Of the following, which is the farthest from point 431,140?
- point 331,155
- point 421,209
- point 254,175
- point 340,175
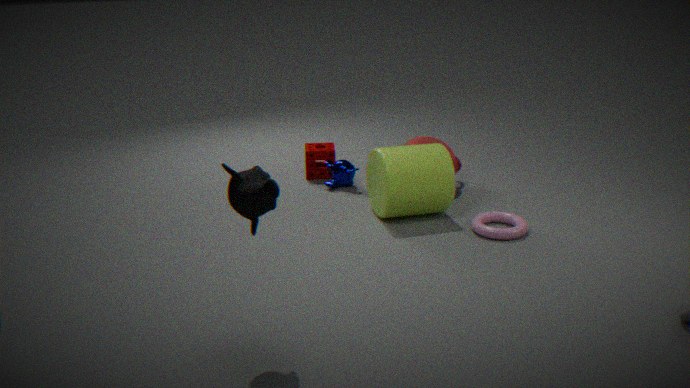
point 254,175
